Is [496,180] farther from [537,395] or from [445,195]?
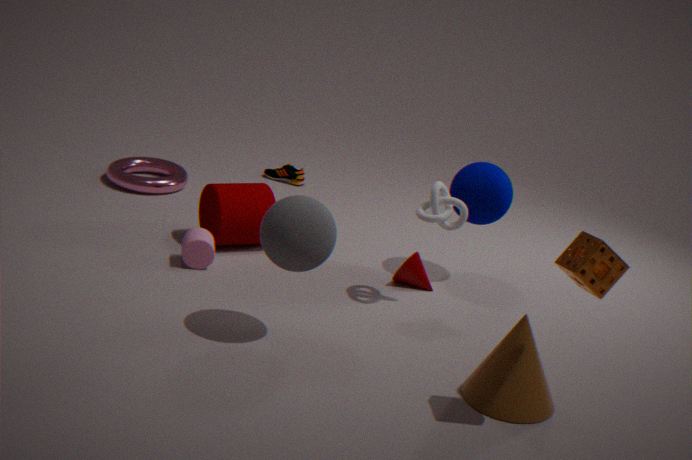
[537,395]
